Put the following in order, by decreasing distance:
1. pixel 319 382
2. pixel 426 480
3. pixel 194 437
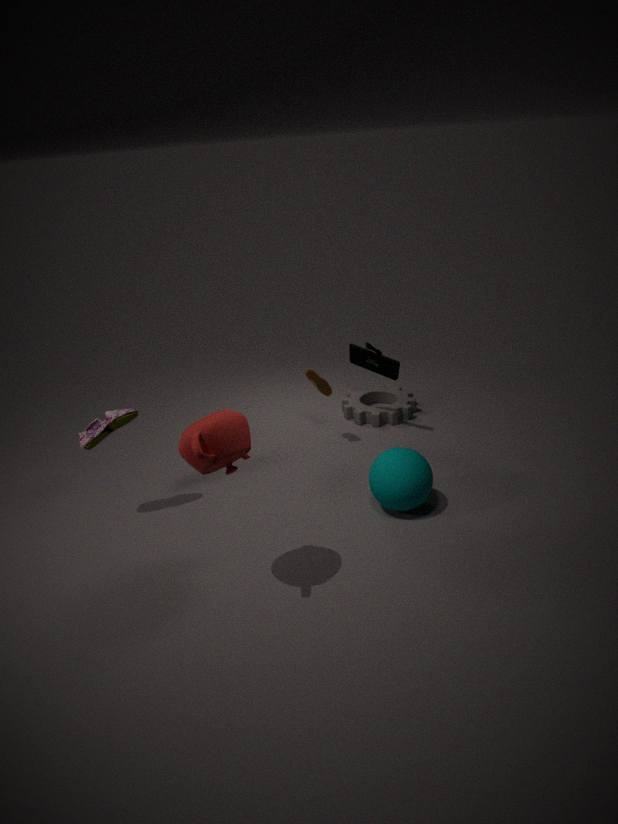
pixel 319 382
pixel 426 480
pixel 194 437
